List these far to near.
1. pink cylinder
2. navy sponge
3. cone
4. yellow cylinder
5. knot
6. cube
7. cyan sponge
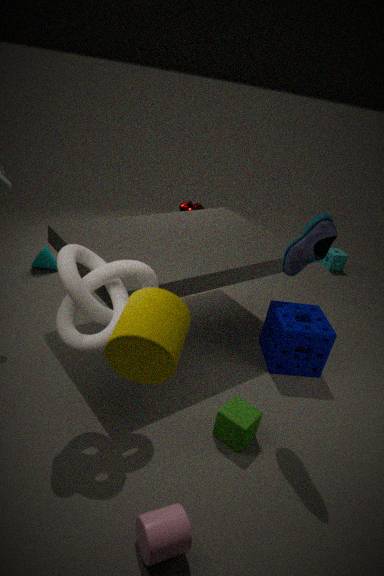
cyan sponge, cone, navy sponge, cube, knot, pink cylinder, yellow cylinder
